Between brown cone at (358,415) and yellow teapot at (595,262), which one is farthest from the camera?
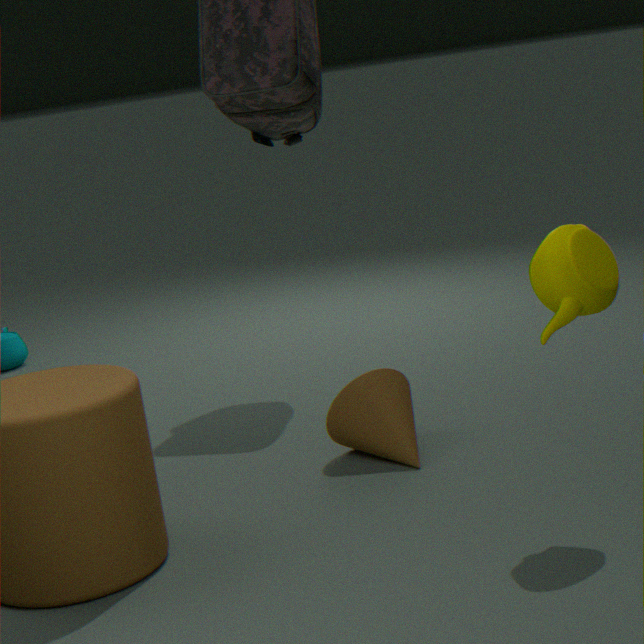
brown cone at (358,415)
